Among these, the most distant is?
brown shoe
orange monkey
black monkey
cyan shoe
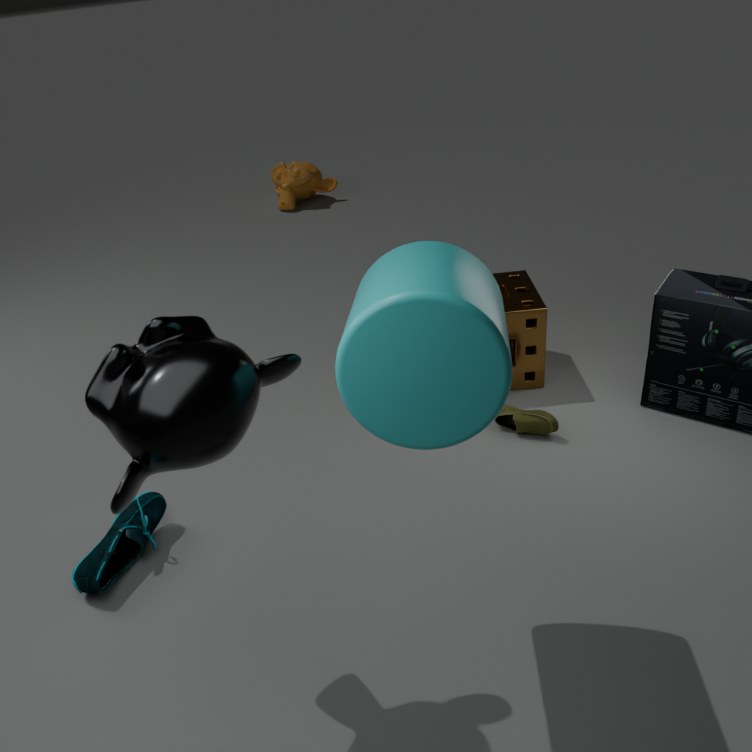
orange monkey
